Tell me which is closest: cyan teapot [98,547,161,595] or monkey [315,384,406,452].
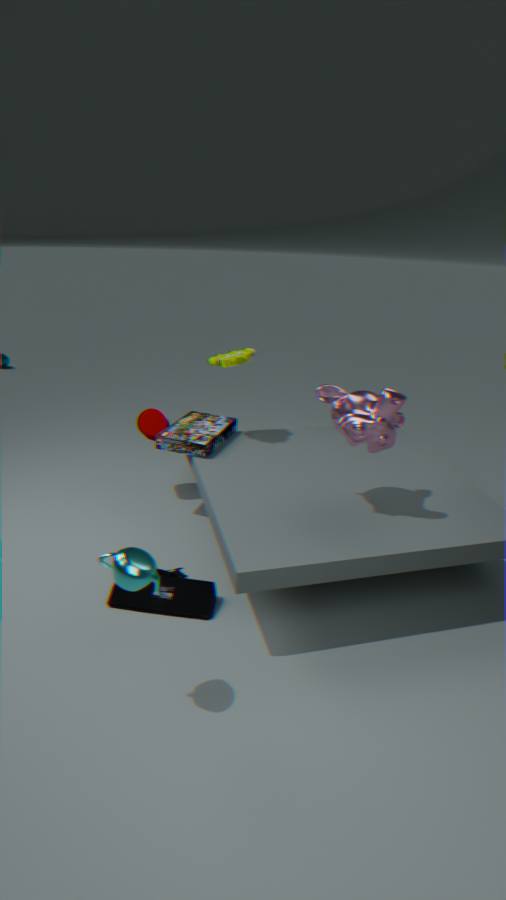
cyan teapot [98,547,161,595]
